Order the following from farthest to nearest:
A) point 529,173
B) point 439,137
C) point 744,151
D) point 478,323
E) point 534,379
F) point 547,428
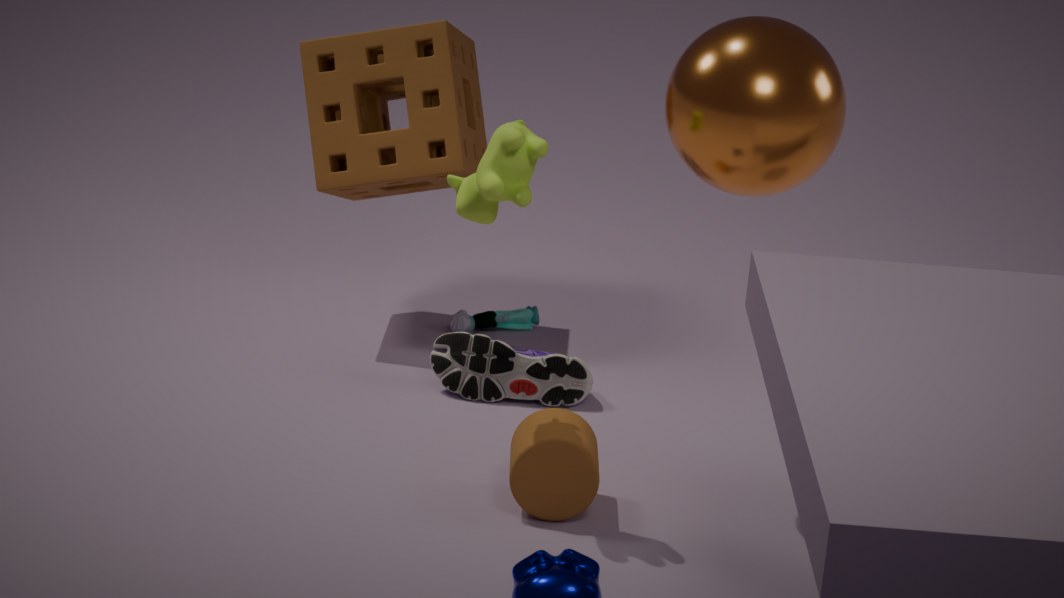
point 478,323, point 439,137, point 534,379, point 547,428, point 744,151, point 529,173
